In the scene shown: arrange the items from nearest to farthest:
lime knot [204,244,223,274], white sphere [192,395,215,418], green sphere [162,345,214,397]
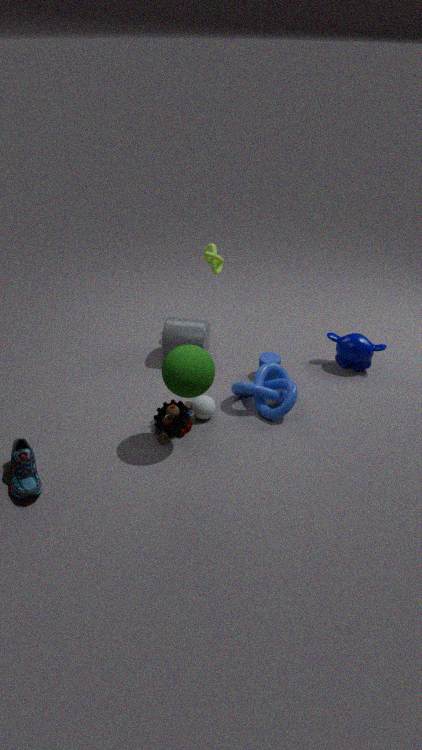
green sphere [162,345,214,397], white sphere [192,395,215,418], lime knot [204,244,223,274]
